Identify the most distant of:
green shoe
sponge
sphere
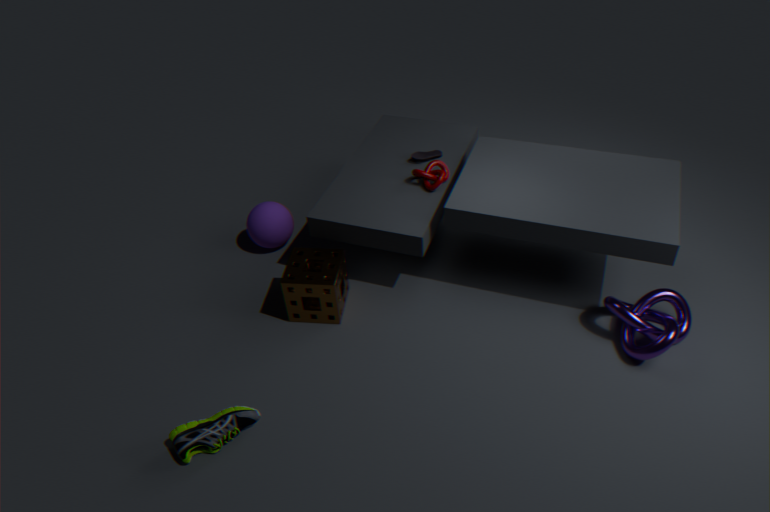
sphere
